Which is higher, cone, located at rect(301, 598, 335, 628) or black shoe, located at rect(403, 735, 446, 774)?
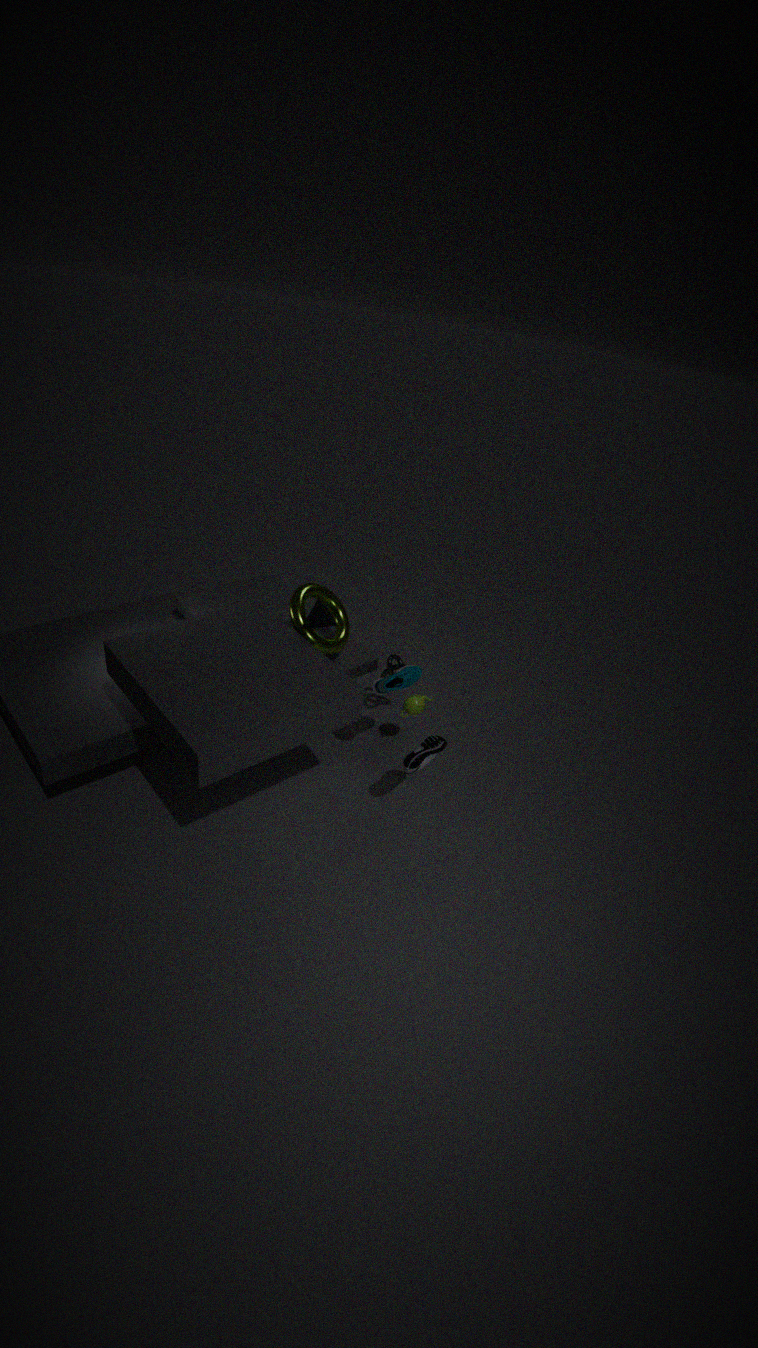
cone, located at rect(301, 598, 335, 628)
